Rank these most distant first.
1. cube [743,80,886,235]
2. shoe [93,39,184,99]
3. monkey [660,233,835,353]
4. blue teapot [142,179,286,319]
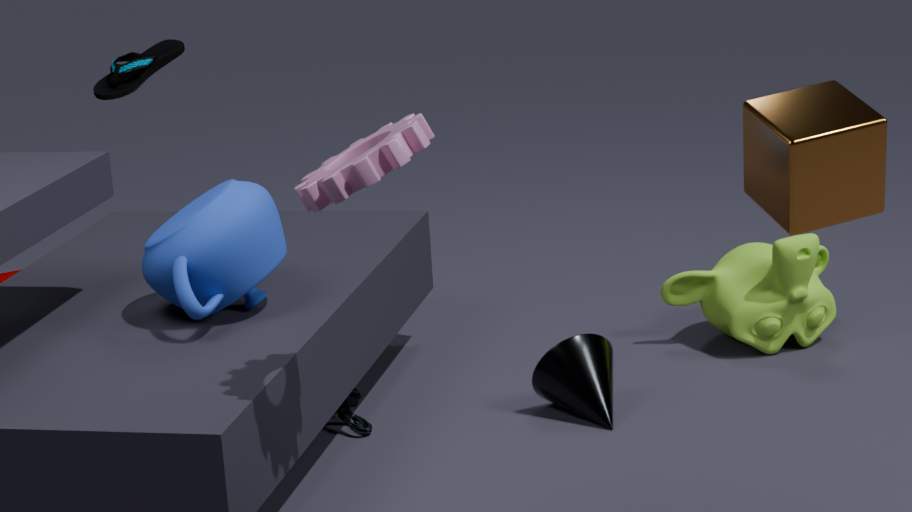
shoe [93,39,184,99], monkey [660,233,835,353], blue teapot [142,179,286,319], cube [743,80,886,235]
